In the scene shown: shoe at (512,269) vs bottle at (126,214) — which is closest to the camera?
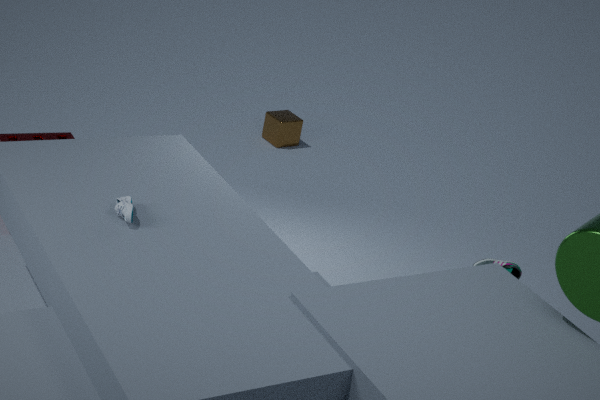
bottle at (126,214)
